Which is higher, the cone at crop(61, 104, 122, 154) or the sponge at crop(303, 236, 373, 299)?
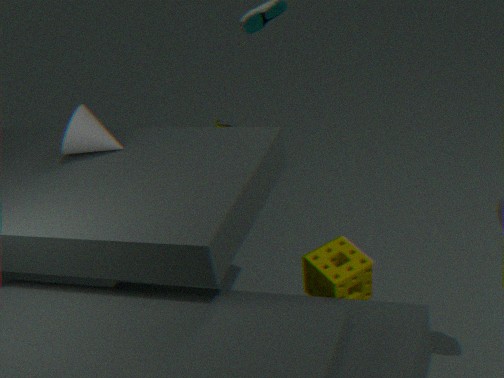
the cone at crop(61, 104, 122, 154)
